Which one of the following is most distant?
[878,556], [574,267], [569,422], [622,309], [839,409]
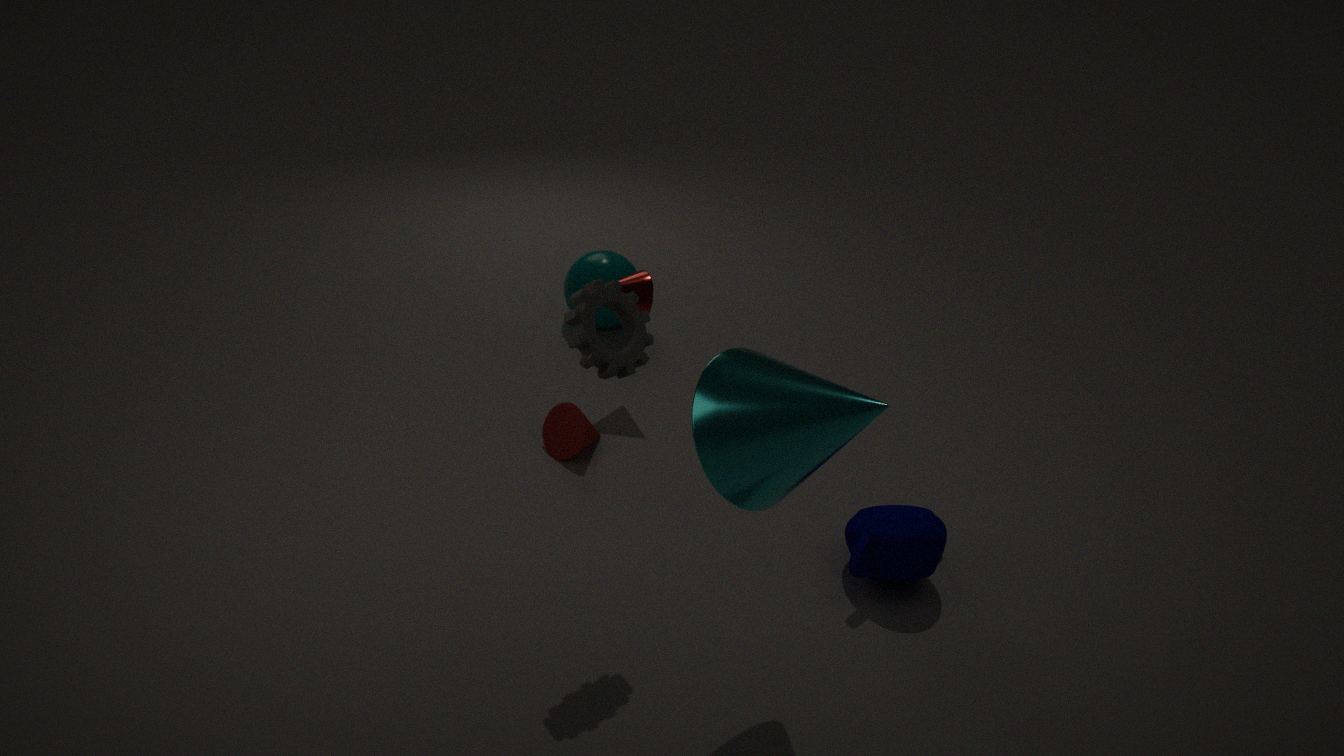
[574,267]
